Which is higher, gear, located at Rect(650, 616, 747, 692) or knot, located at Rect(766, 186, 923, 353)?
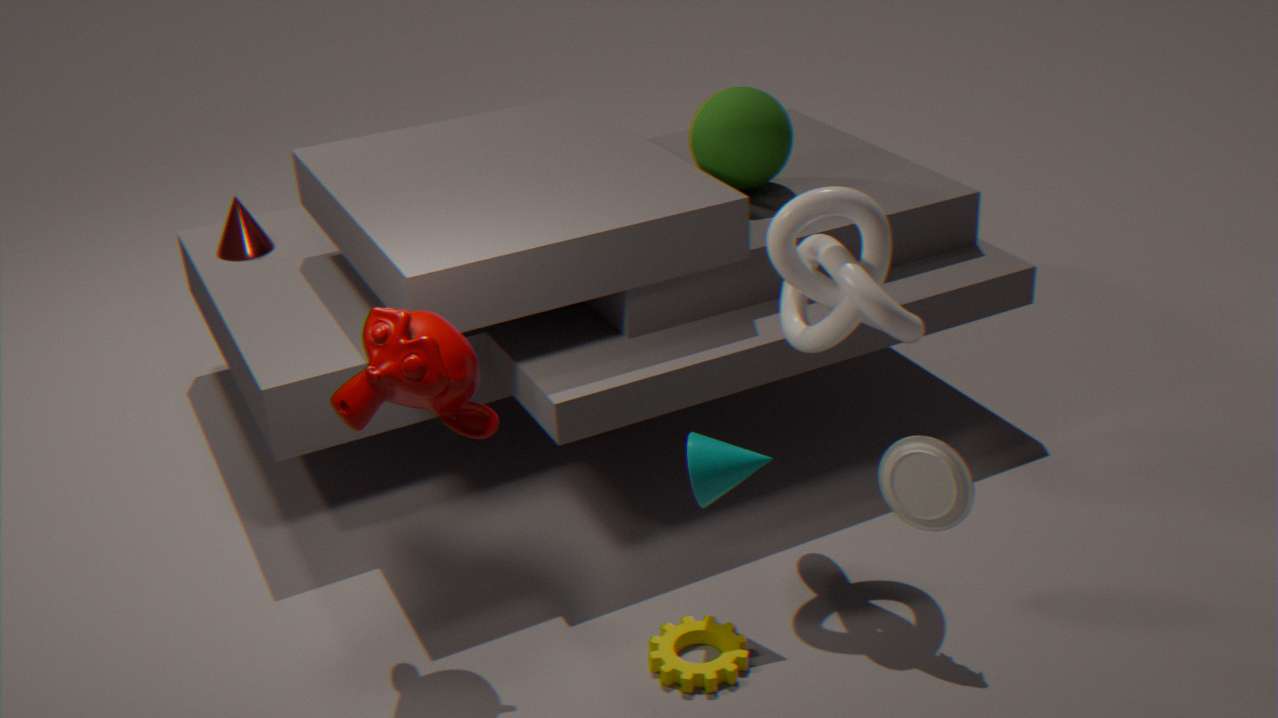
knot, located at Rect(766, 186, 923, 353)
